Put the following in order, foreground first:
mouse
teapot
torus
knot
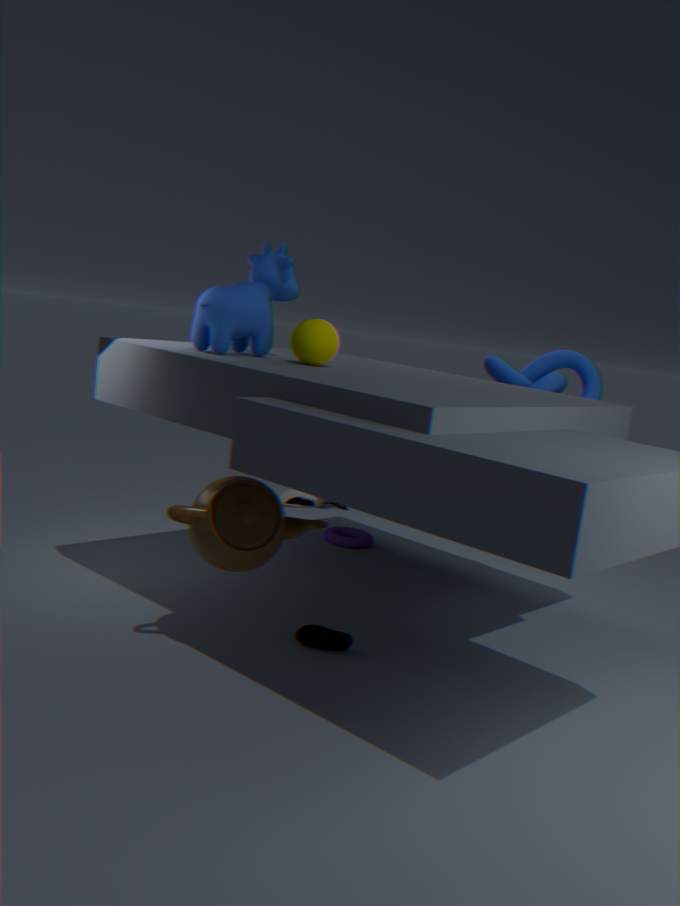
teapot < knot < torus < mouse
